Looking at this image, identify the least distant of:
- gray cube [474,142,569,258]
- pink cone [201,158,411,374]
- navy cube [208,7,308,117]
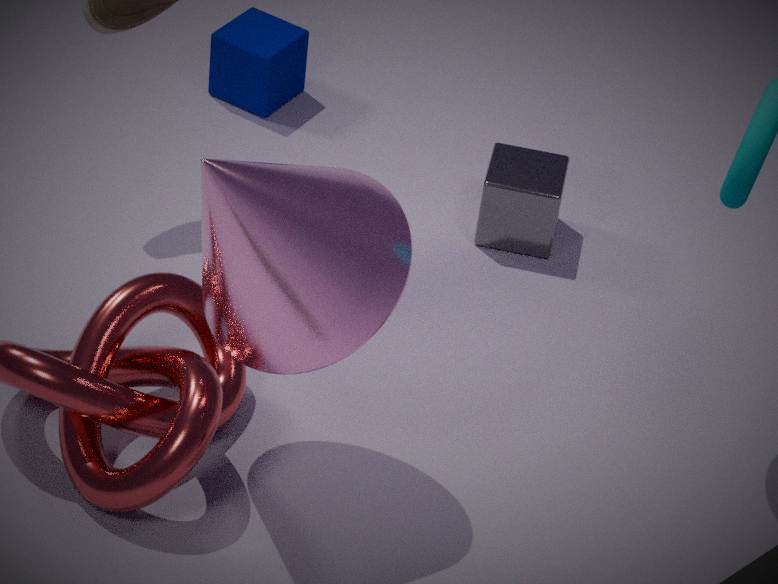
pink cone [201,158,411,374]
